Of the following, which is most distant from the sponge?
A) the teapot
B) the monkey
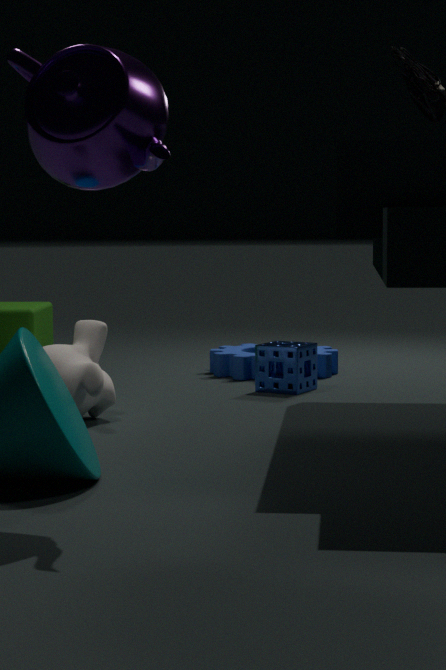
the teapot
